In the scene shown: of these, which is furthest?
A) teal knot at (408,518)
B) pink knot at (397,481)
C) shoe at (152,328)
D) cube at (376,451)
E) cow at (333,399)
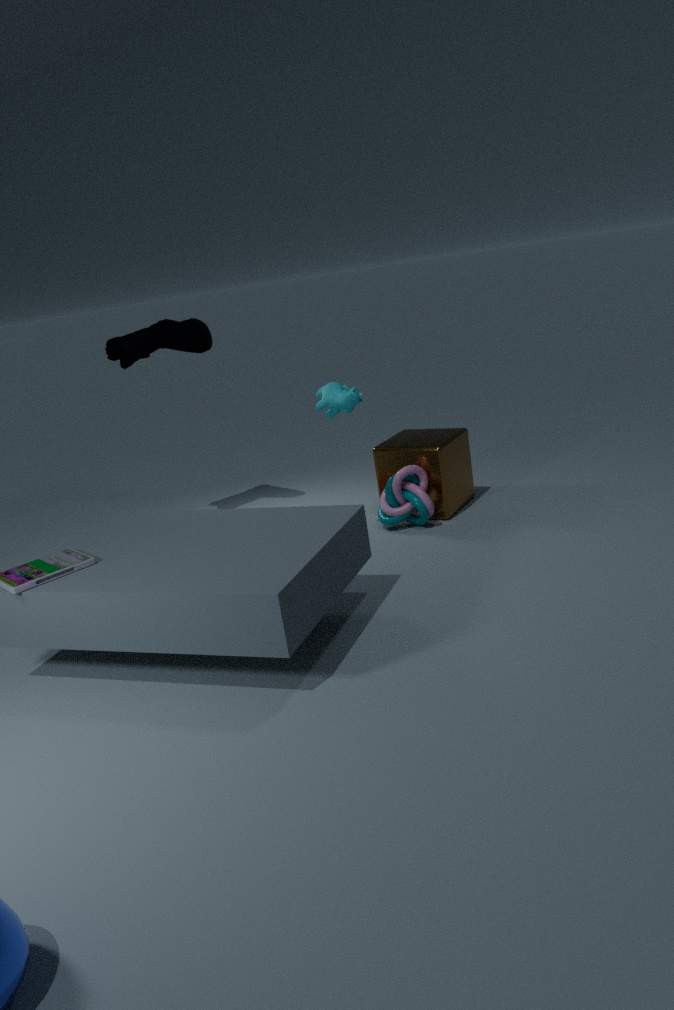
shoe at (152,328)
